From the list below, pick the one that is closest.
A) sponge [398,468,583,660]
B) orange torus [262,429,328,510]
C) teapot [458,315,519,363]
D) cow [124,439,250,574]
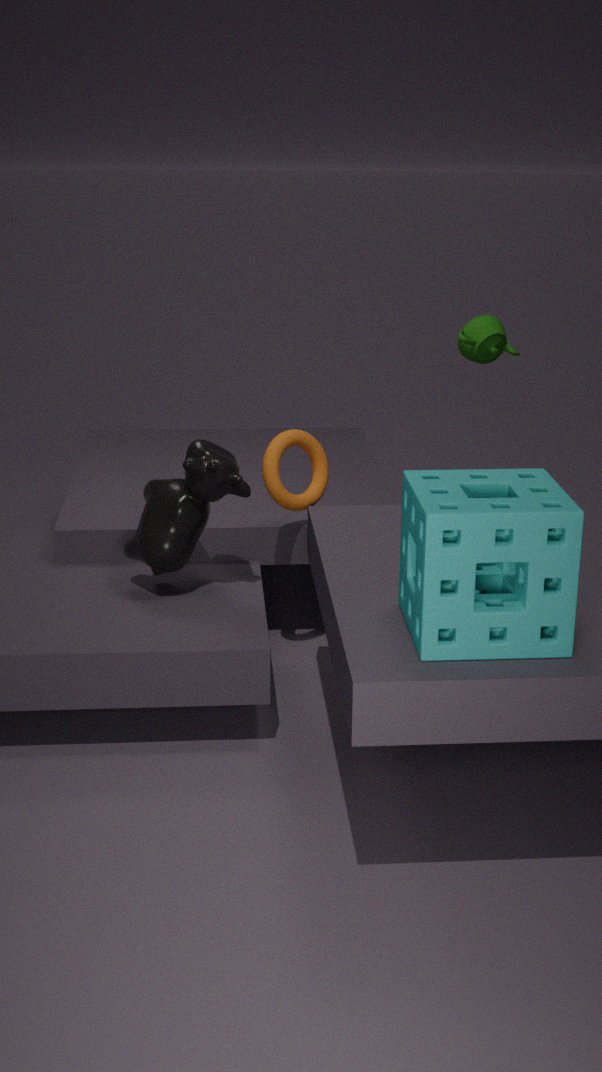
sponge [398,468,583,660]
